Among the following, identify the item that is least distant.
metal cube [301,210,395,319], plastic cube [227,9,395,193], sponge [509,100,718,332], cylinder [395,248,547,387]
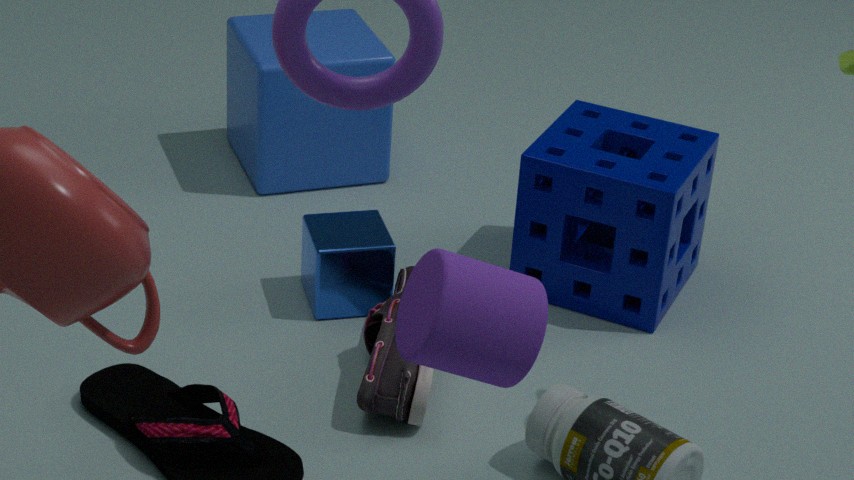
cylinder [395,248,547,387]
